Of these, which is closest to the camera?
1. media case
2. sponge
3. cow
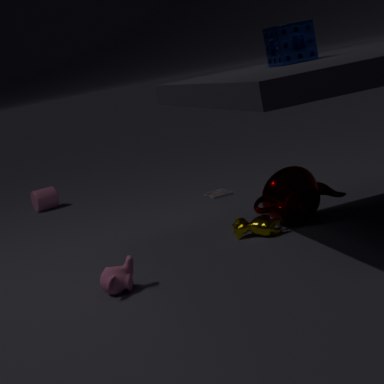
sponge
